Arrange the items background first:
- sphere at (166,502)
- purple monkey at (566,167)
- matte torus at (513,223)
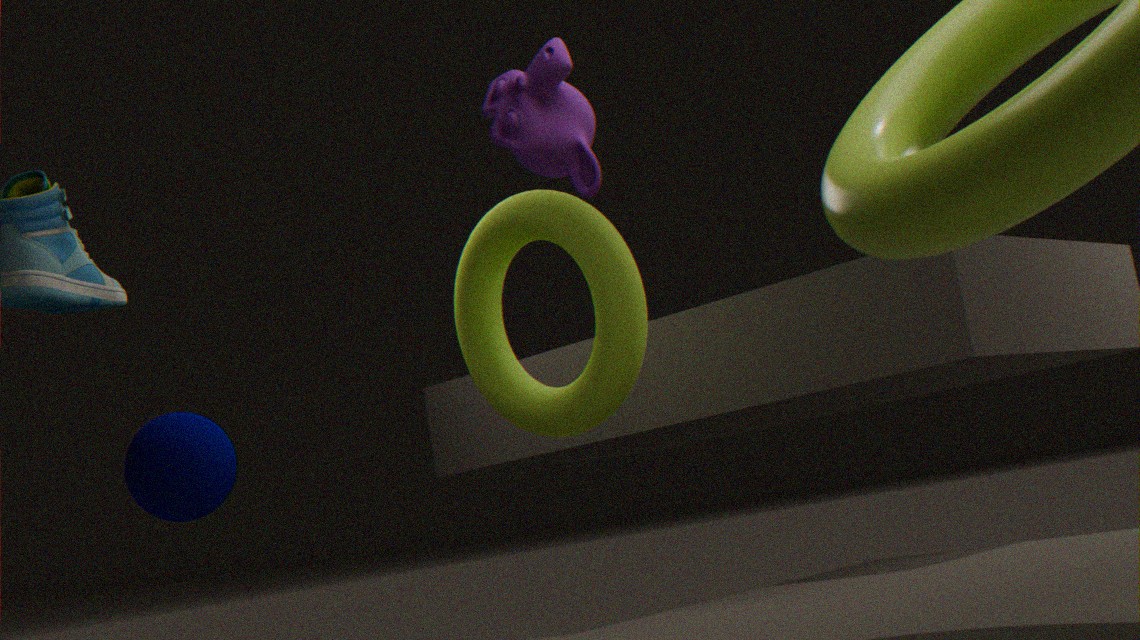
matte torus at (513,223), sphere at (166,502), purple monkey at (566,167)
